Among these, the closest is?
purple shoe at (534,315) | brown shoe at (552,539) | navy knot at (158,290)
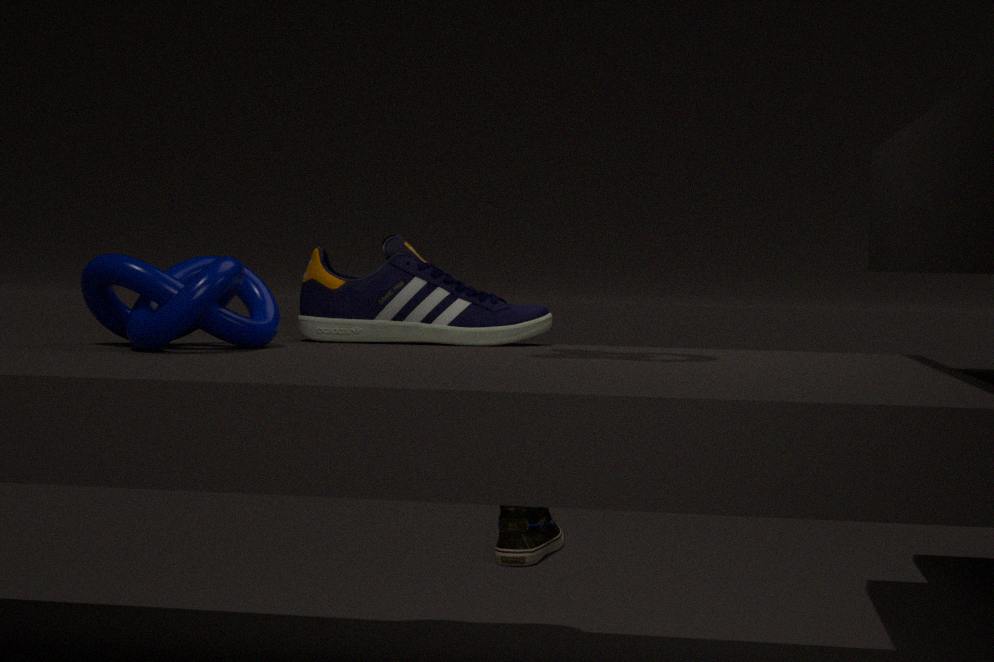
navy knot at (158,290)
